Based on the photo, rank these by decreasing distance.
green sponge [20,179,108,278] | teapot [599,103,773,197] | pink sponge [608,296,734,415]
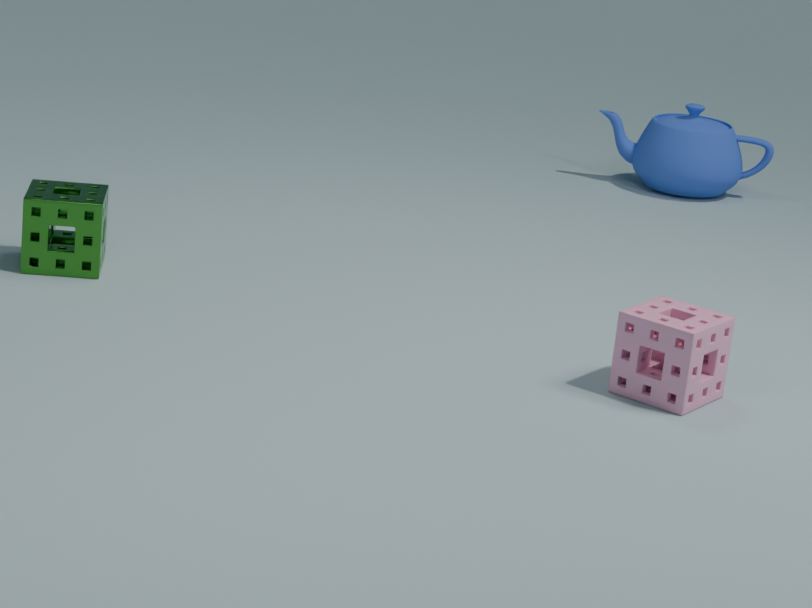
teapot [599,103,773,197] → green sponge [20,179,108,278] → pink sponge [608,296,734,415]
